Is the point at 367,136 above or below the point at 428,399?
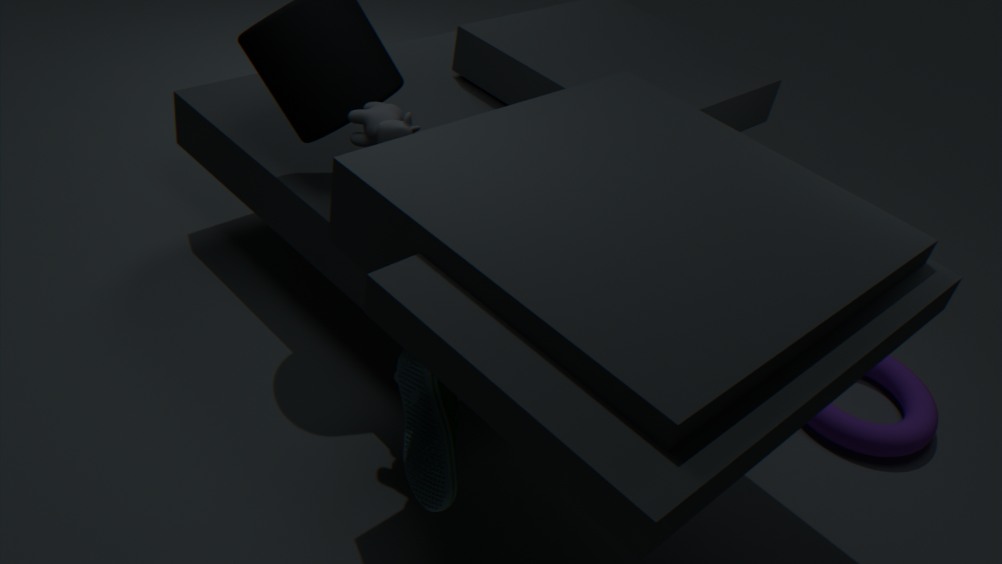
above
